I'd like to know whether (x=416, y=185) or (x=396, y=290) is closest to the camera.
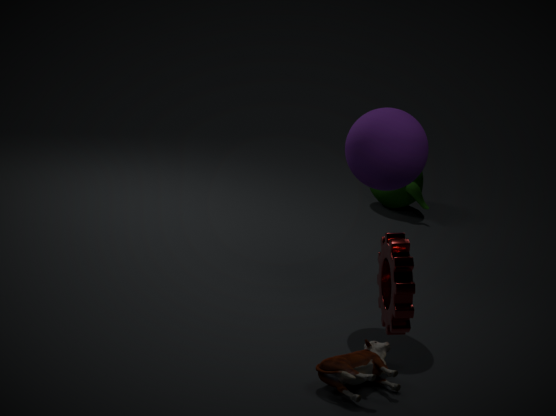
(x=396, y=290)
